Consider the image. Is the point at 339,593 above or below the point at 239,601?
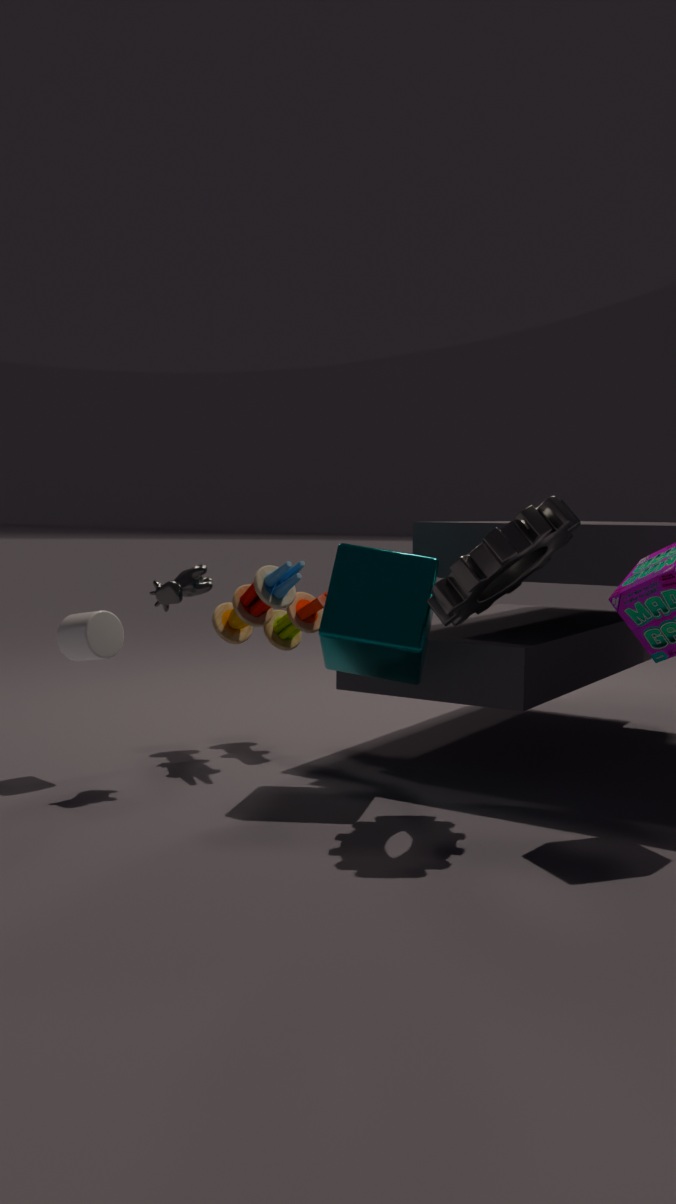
above
